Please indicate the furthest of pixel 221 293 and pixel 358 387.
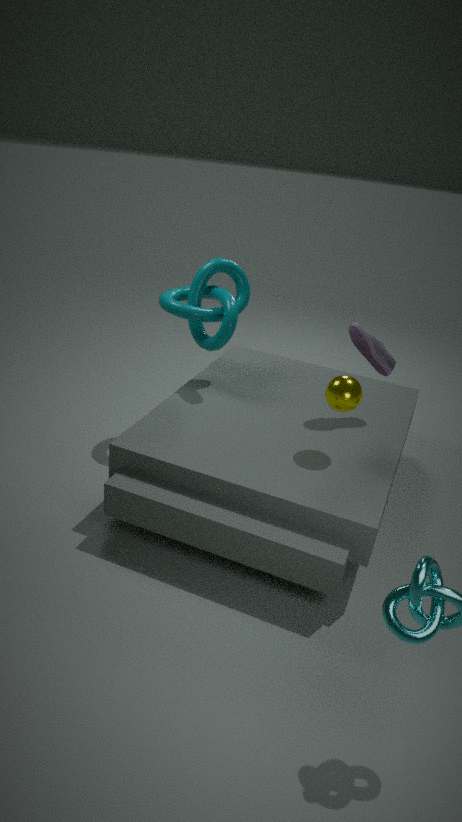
pixel 221 293
